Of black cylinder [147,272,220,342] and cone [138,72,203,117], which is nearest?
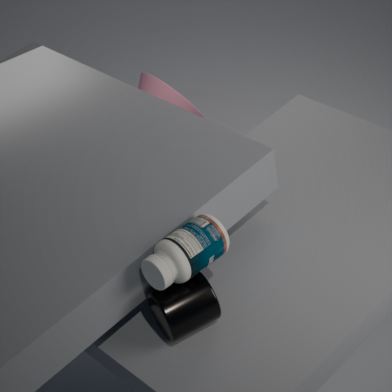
→ black cylinder [147,272,220,342]
